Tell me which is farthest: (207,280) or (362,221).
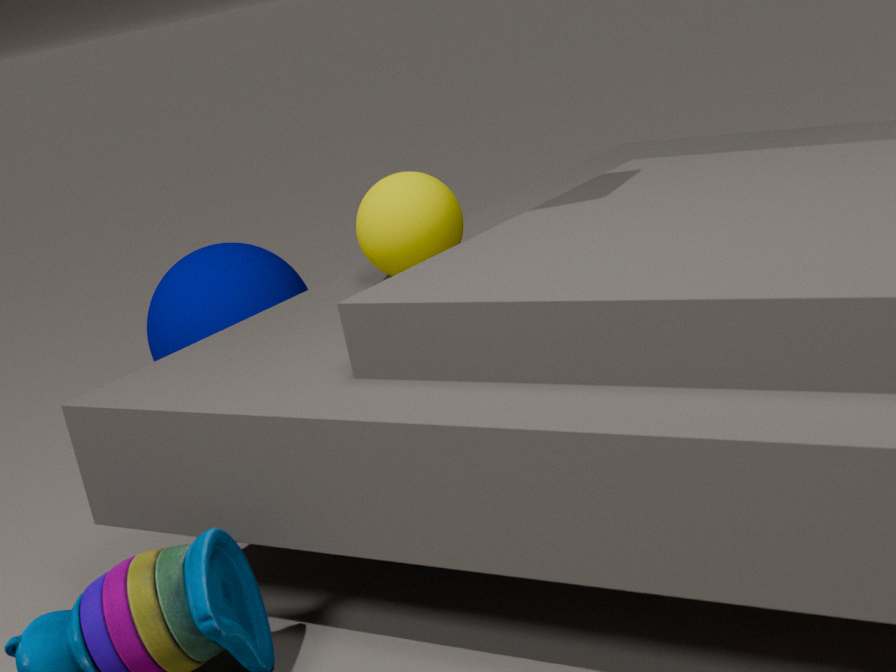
(207,280)
